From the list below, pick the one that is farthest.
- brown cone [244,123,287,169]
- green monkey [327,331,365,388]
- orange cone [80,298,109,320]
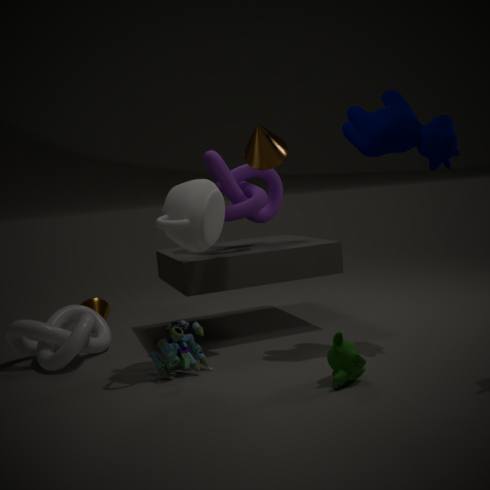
orange cone [80,298,109,320]
